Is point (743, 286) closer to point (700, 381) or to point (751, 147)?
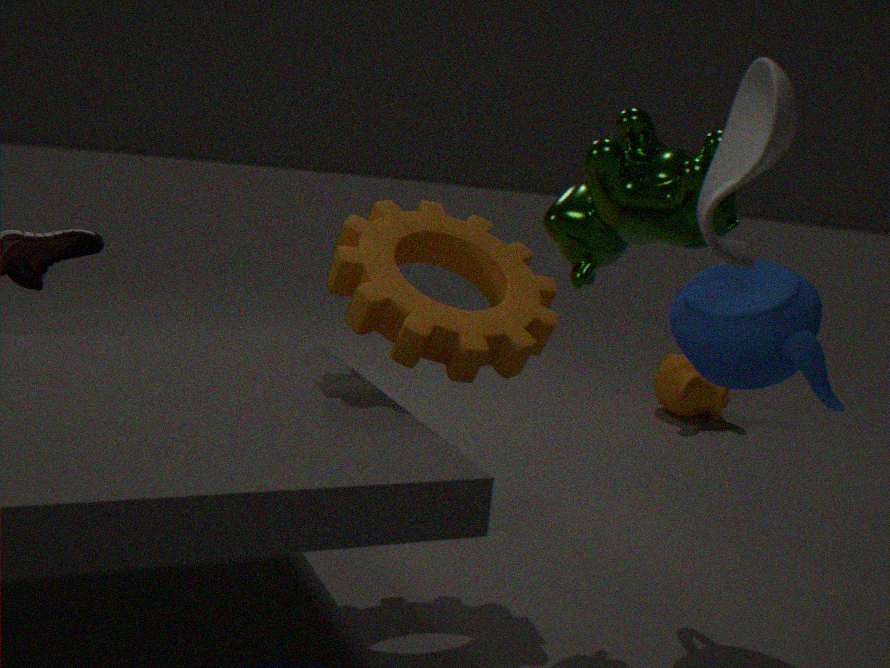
point (751, 147)
